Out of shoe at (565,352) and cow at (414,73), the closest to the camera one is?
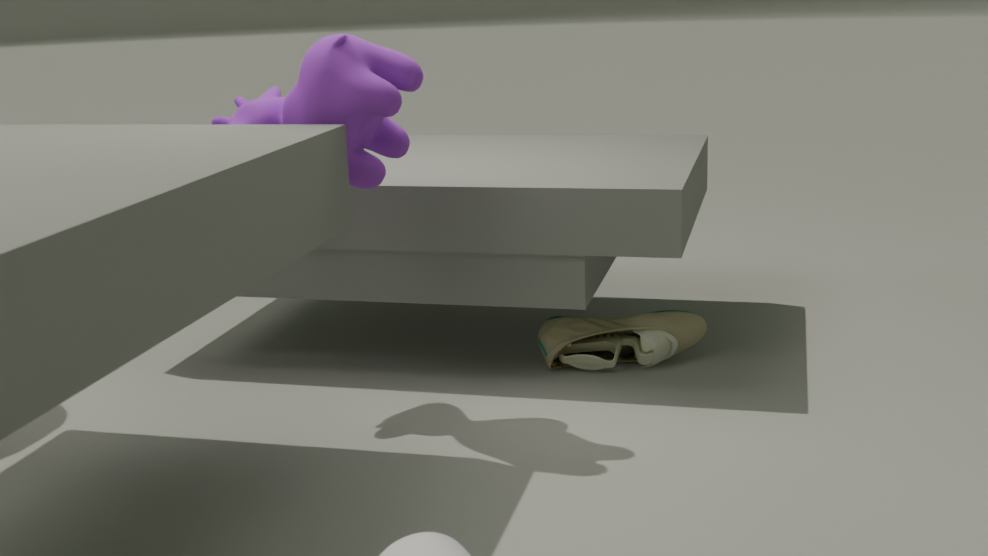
cow at (414,73)
